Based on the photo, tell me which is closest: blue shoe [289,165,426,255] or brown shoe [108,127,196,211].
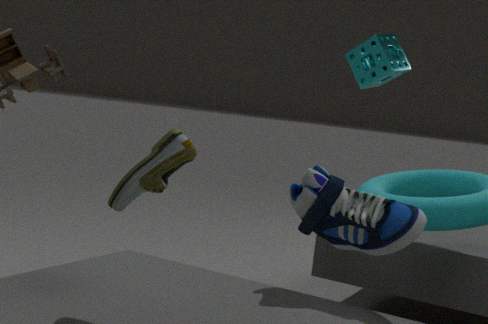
brown shoe [108,127,196,211]
